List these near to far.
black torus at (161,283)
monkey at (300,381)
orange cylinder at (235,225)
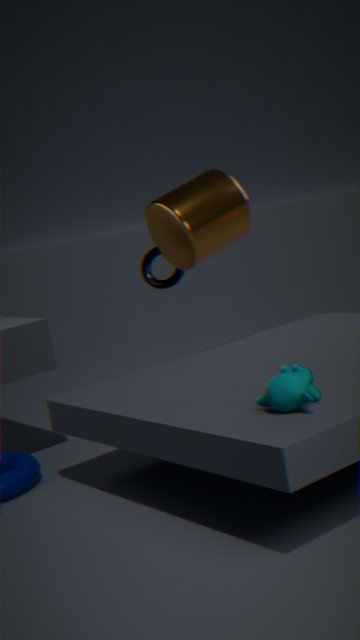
1. monkey at (300,381)
2. orange cylinder at (235,225)
3. black torus at (161,283)
